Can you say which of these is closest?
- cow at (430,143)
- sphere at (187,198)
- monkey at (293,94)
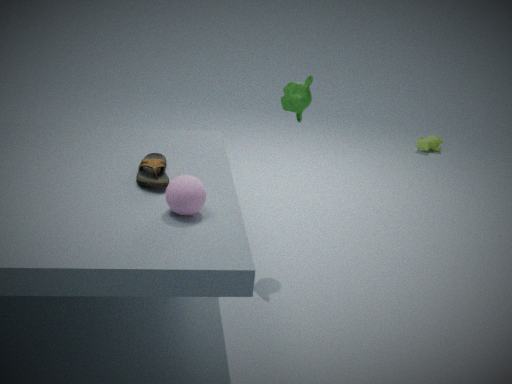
sphere at (187,198)
